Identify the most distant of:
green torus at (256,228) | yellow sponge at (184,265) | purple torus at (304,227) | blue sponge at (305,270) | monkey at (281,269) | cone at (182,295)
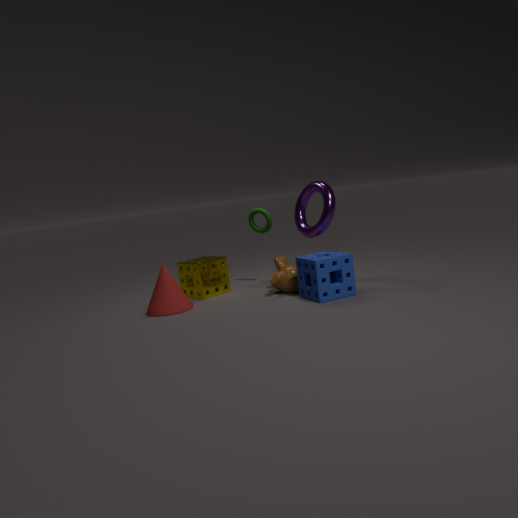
green torus at (256,228)
